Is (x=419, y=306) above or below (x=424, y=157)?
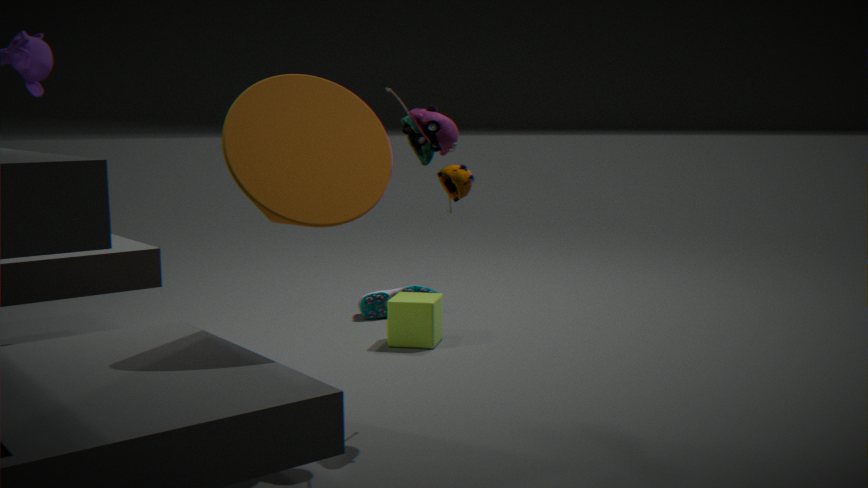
below
